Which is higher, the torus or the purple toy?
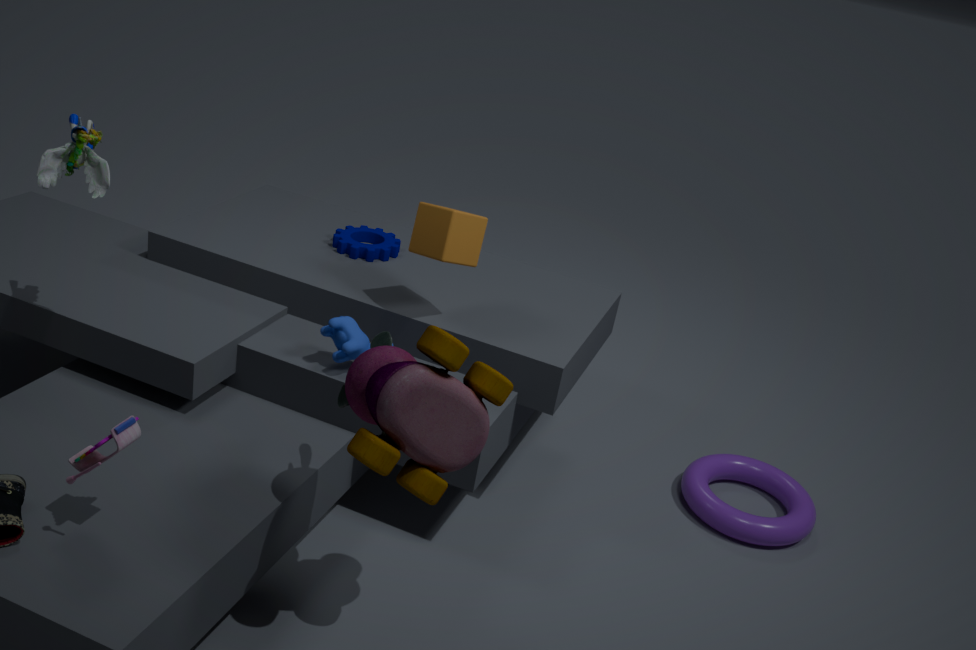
the purple toy
